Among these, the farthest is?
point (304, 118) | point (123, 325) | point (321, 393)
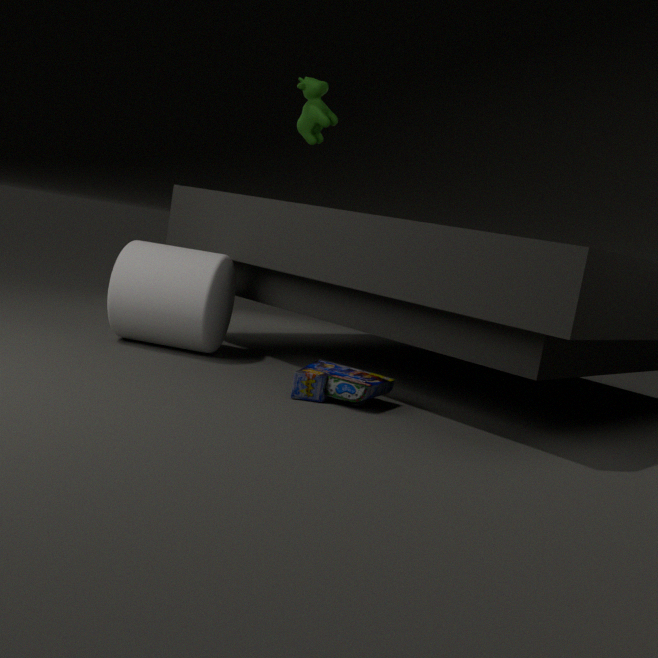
point (304, 118)
